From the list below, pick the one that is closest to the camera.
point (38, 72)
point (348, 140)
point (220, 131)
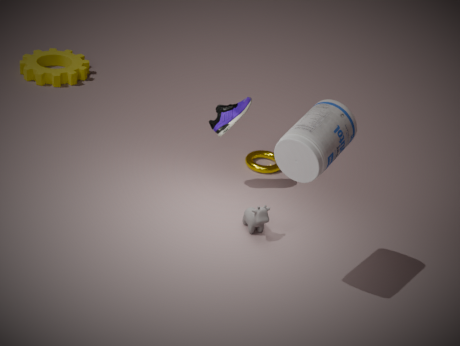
point (348, 140)
